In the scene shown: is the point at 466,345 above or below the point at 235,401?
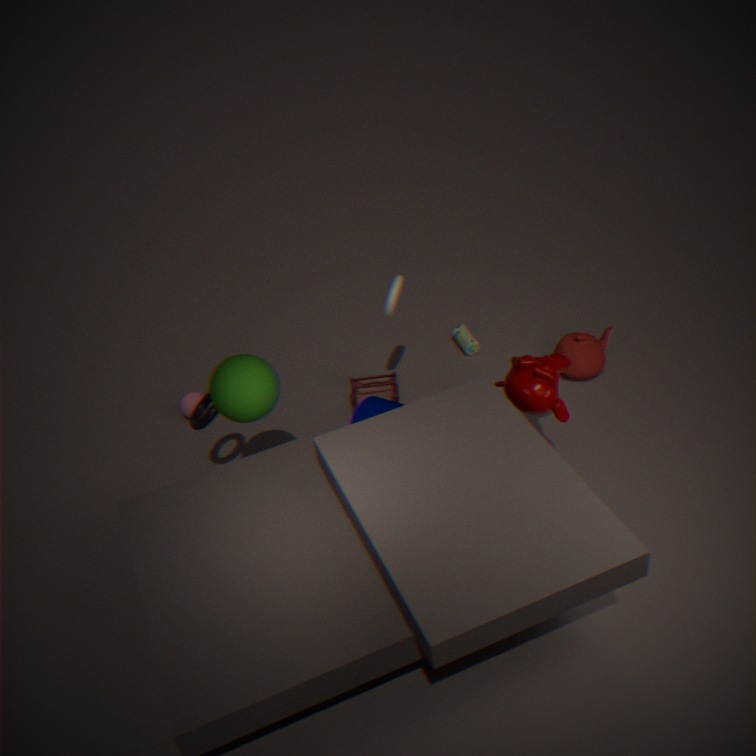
below
